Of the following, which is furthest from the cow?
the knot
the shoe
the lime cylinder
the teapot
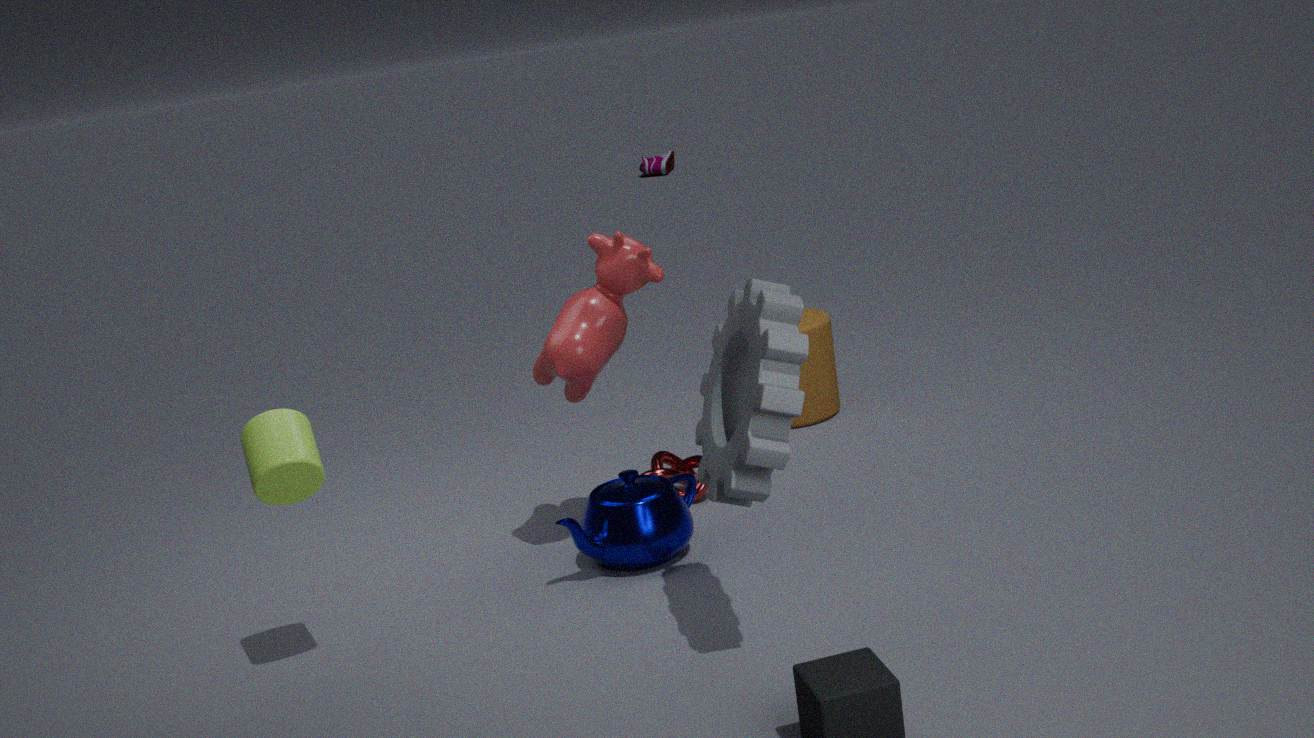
the shoe
